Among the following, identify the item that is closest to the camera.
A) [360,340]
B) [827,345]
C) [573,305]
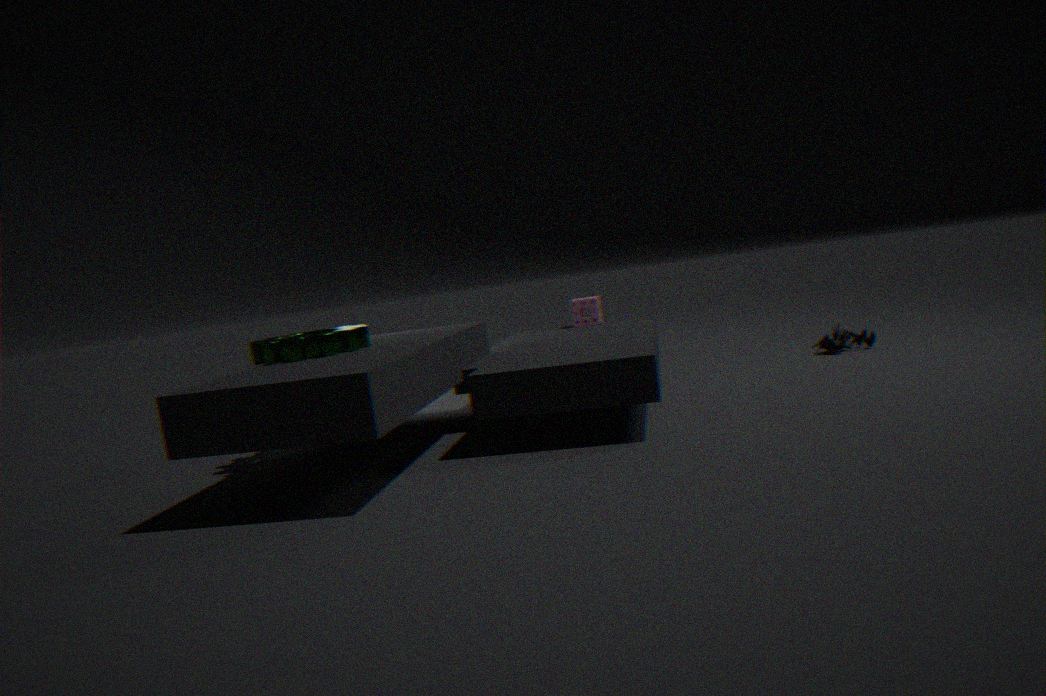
A. [360,340]
